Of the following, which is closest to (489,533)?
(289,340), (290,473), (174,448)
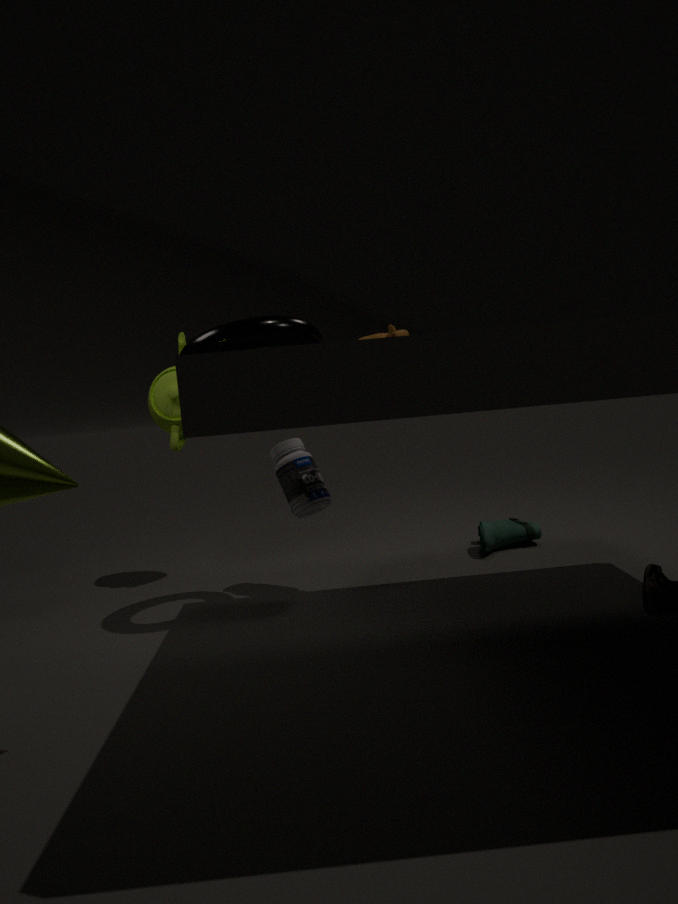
(290,473)
